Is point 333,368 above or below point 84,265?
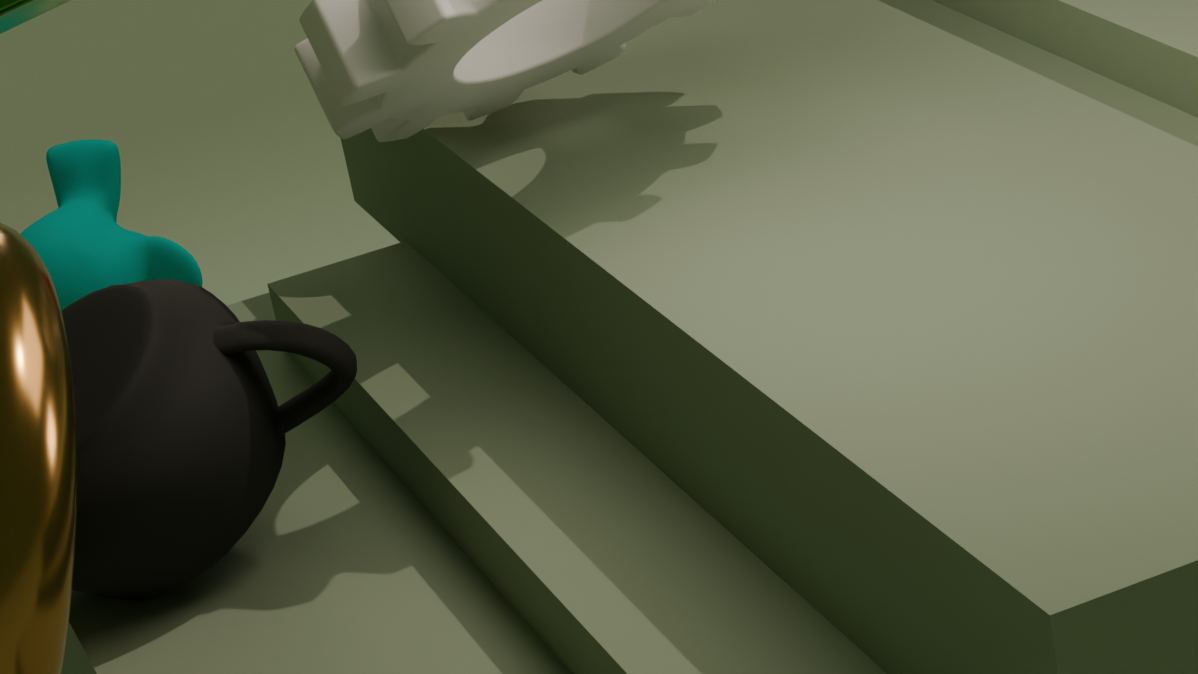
above
